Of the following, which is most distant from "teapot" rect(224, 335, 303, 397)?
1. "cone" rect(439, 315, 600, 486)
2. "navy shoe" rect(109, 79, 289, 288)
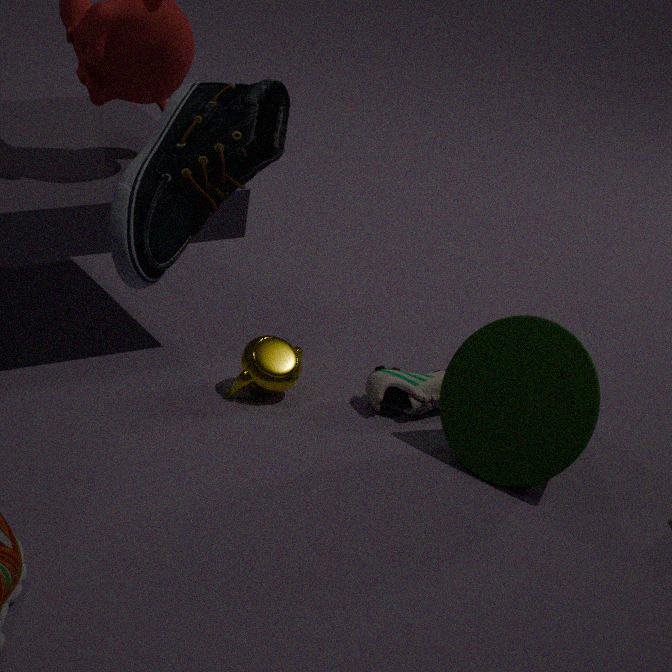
"navy shoe" rect(109, 79, 289, 288)
